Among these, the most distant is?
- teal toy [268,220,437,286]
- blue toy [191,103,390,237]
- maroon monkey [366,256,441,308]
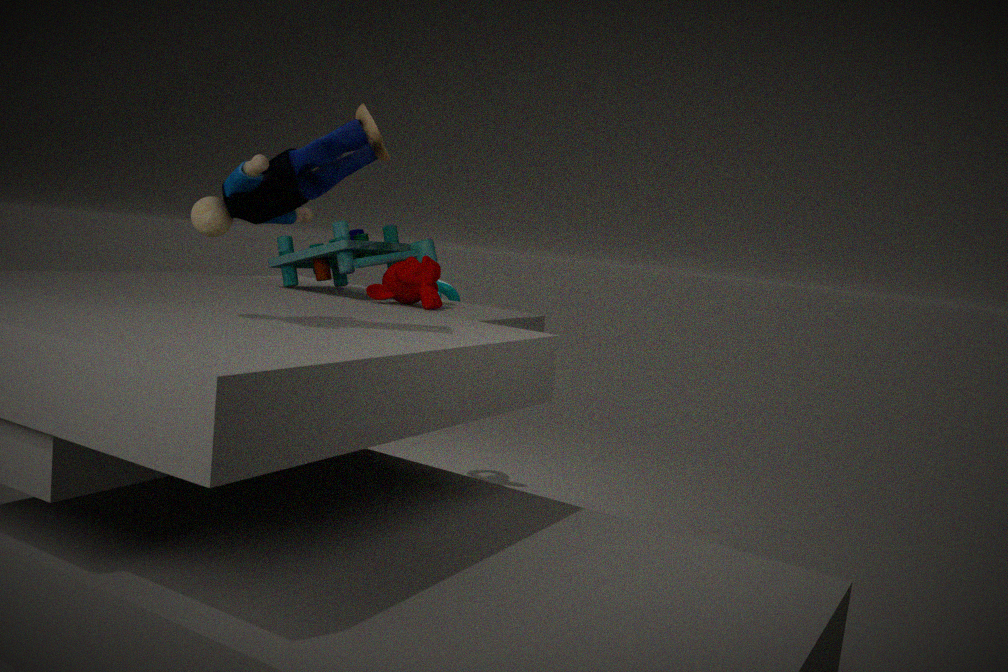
teal toy [268,220,437,286]
